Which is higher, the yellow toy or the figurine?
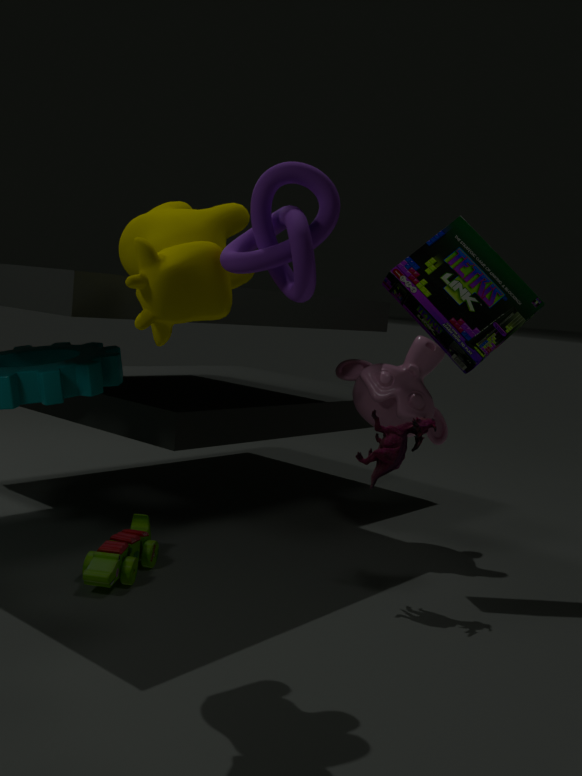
the figurine
